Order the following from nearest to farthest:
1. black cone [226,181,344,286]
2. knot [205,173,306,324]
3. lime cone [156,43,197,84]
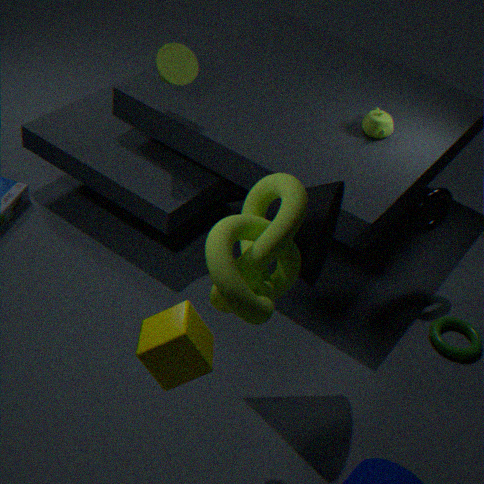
1. knot [205,173,306,324]
2. black cone [226,181,344,286]
3. lime cone [156,43,197,84]
